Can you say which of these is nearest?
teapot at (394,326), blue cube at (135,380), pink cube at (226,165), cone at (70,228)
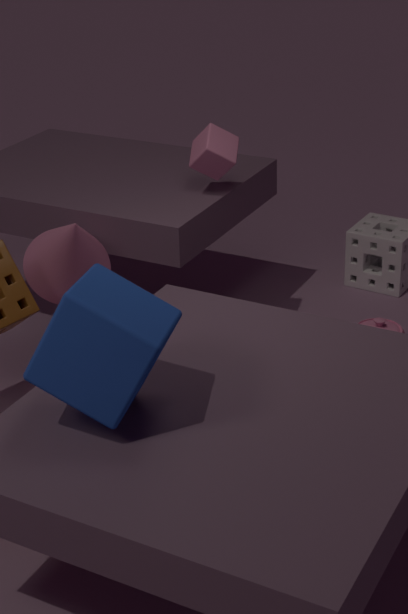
blue cube at (135,380)
